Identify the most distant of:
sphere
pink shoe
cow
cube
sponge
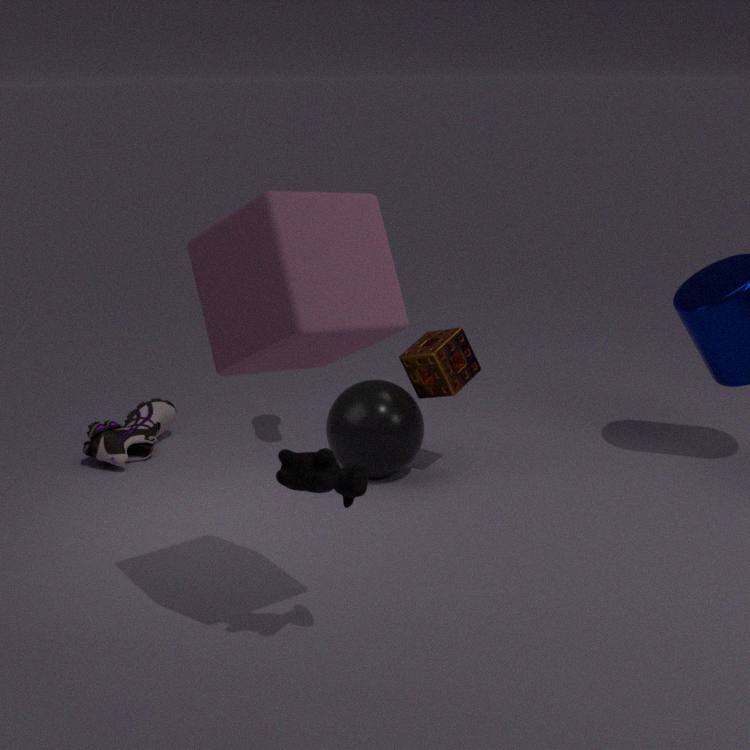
pink shoe
